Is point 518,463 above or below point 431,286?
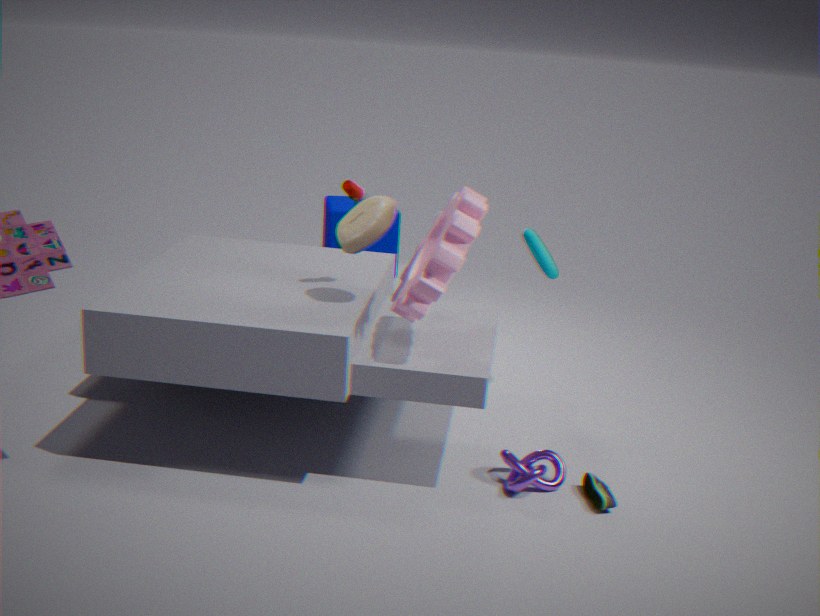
below
